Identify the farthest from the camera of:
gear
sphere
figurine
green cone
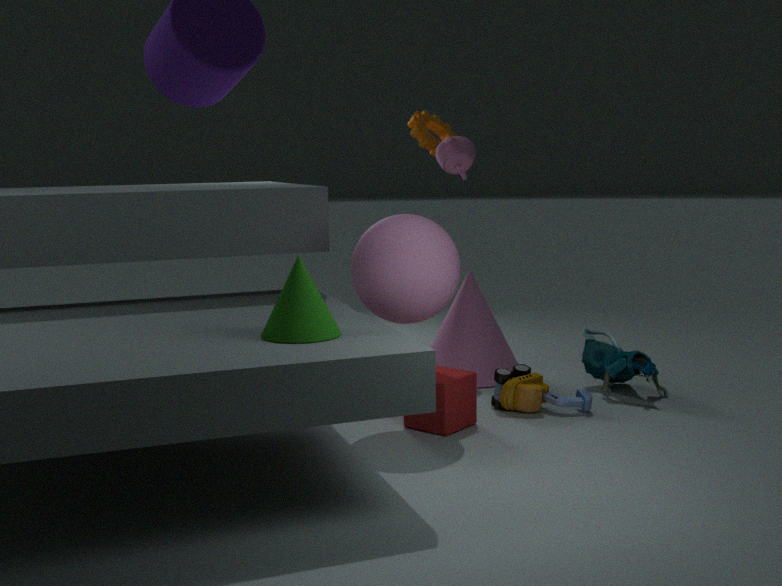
gear
